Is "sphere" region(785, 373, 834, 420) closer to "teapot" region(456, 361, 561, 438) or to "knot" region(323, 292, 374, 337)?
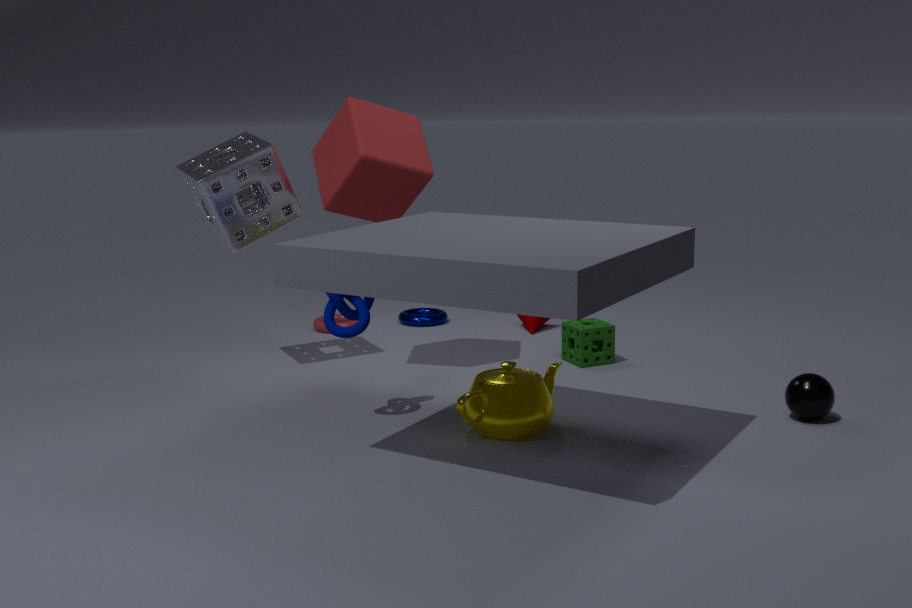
"teapot" region(456, 361, 561, 438)
